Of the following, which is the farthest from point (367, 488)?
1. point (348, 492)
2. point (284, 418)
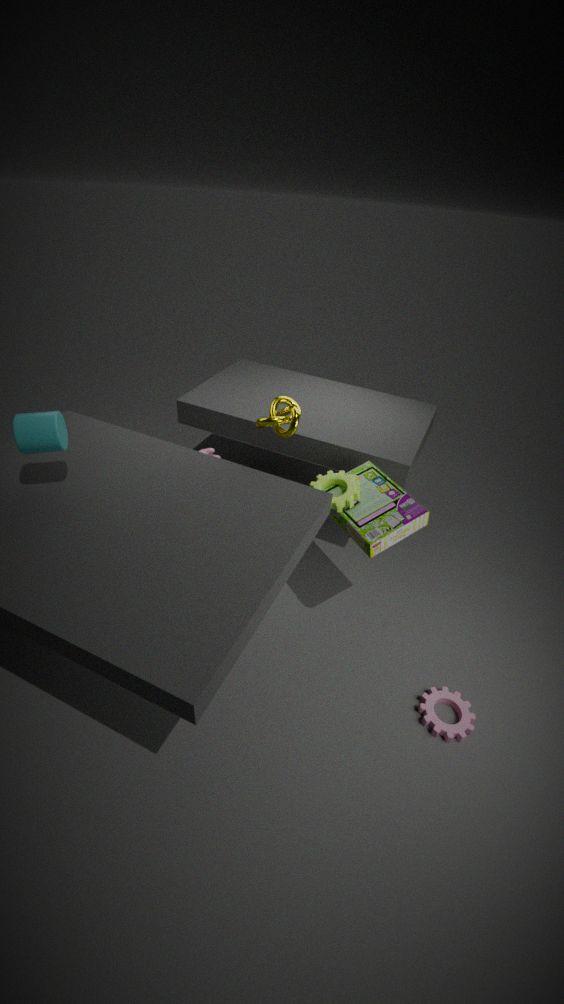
point (284, 418)
